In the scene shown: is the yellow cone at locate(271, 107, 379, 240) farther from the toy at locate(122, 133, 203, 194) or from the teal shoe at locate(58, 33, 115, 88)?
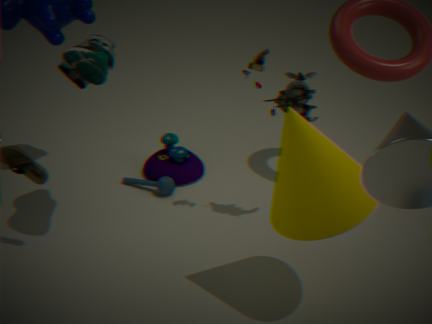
the toy at locate(122, 133, 203, 194)
